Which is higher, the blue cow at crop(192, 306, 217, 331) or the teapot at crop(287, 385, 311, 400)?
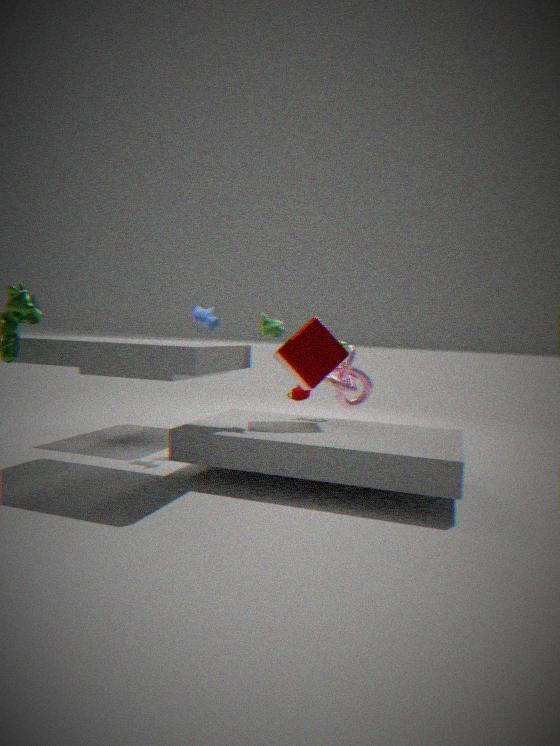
the blue cow at crop(192, 306, 217, 331)
